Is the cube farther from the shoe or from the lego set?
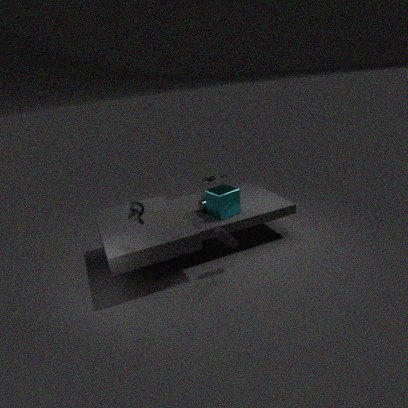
the shoe
